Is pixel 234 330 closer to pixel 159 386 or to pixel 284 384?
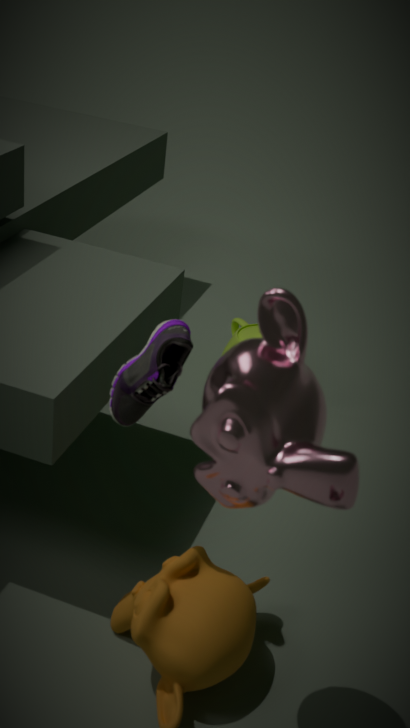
pixel 159 386
